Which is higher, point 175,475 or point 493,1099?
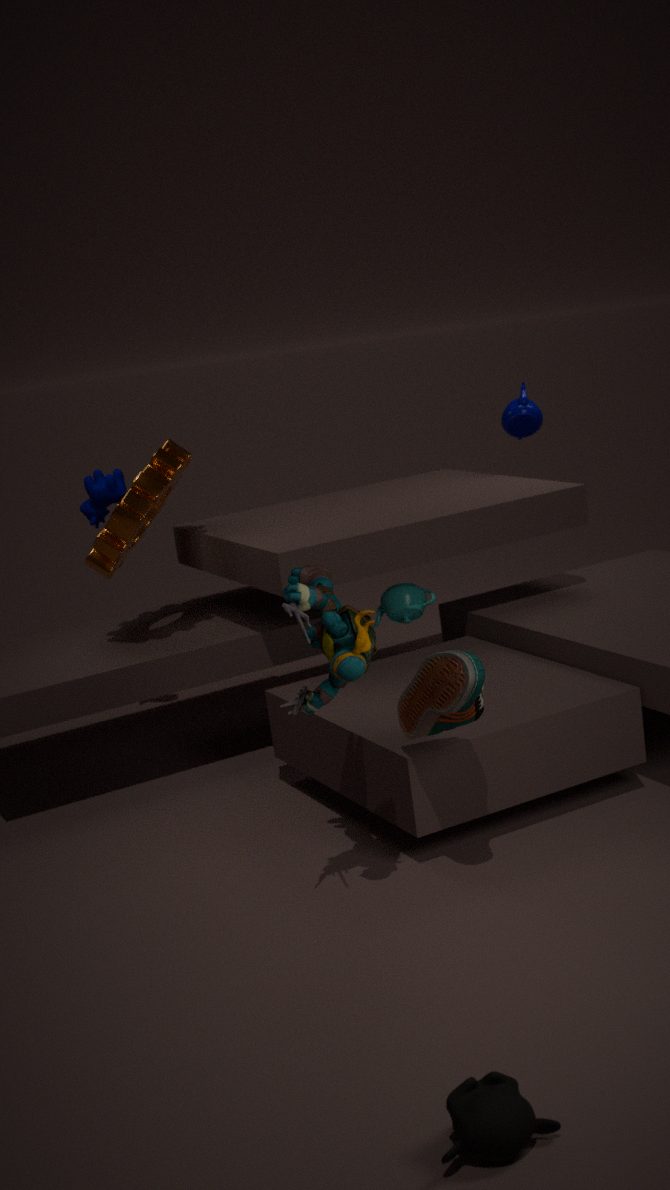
point 175,475
